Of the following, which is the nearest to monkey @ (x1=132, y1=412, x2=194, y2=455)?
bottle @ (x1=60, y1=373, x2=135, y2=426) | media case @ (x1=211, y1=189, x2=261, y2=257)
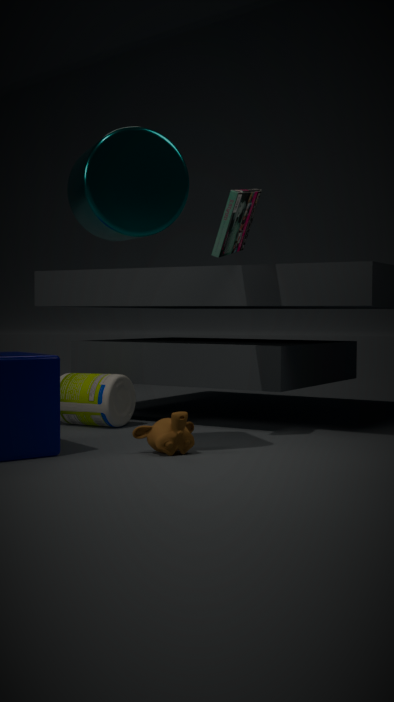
bottle @ (x1=60, y1=373, x2=135, y2=426)
